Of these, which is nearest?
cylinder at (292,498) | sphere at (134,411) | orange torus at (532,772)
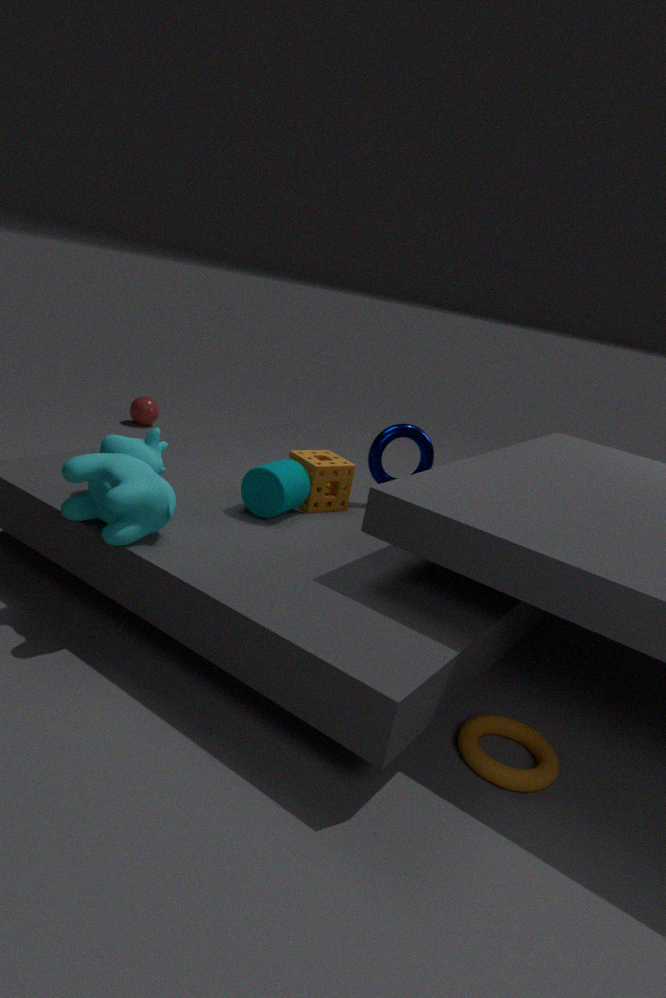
orange torus at (532,772)
